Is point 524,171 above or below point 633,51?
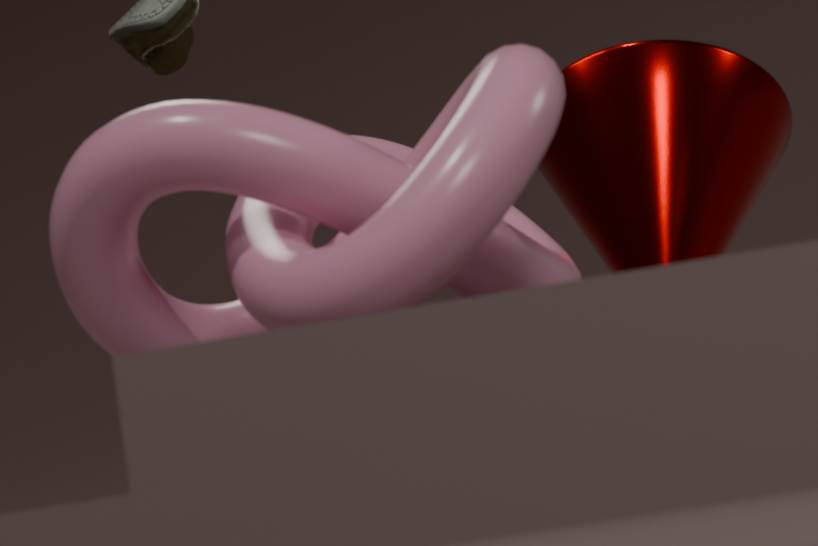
below
